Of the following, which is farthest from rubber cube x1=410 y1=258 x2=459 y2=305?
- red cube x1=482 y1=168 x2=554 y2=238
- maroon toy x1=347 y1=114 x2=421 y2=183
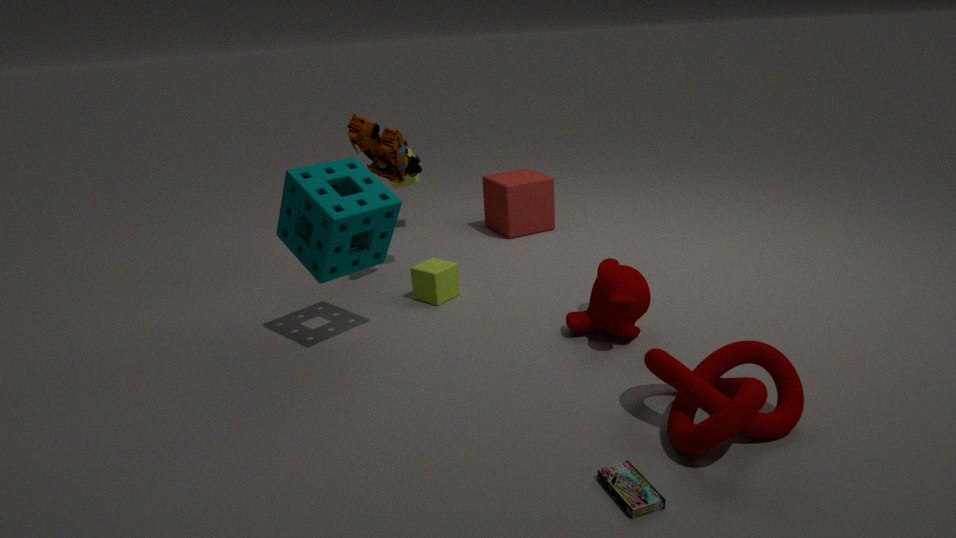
red cube x1=482 y1=168 x2=554 y2=238
